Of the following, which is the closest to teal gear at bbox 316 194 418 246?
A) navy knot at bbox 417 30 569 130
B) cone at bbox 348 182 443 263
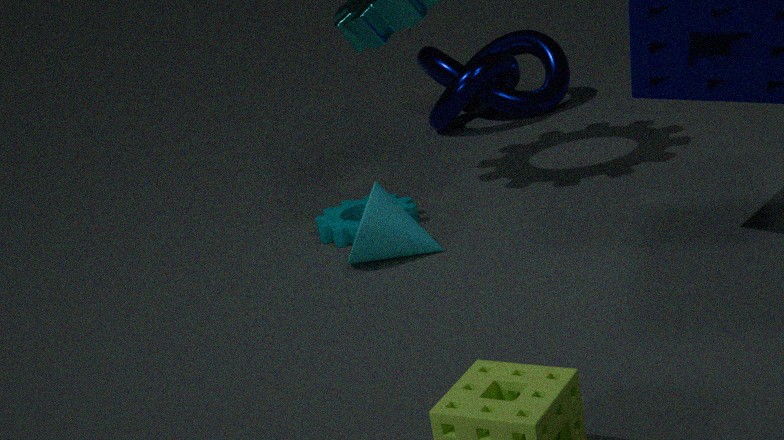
cone at bbox 348 182 443 263
